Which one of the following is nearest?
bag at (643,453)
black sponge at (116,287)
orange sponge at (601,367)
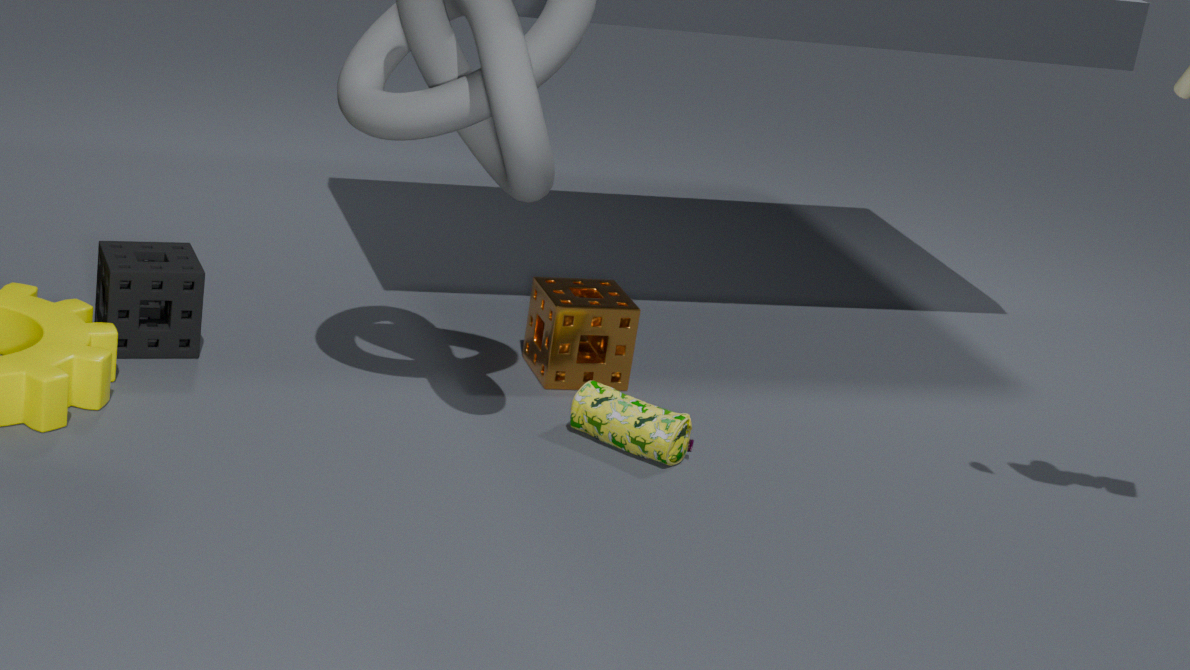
bag at (643,453)
